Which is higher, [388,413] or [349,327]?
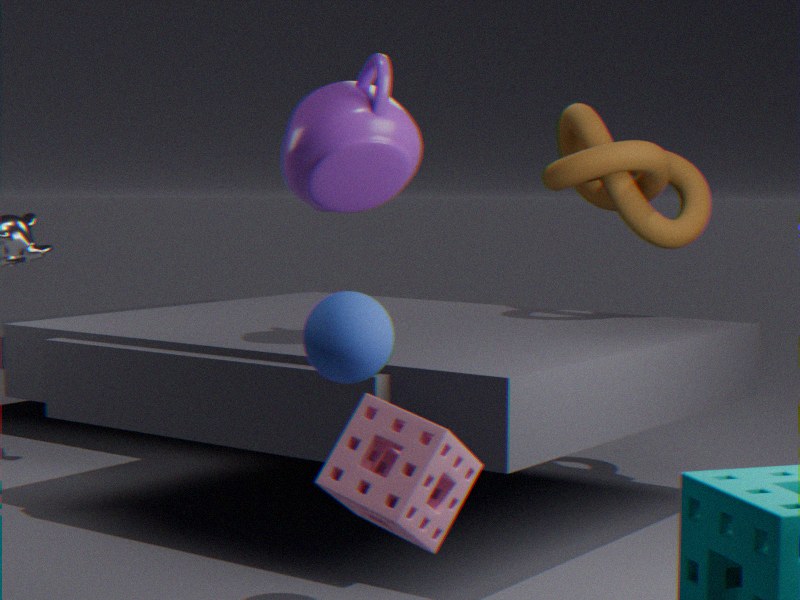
[349,327]
